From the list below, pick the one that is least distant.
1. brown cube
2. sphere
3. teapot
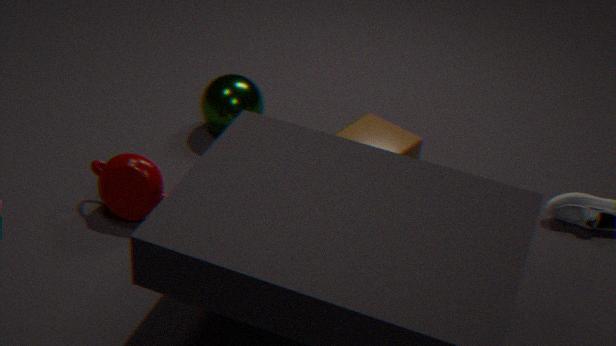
teapot
